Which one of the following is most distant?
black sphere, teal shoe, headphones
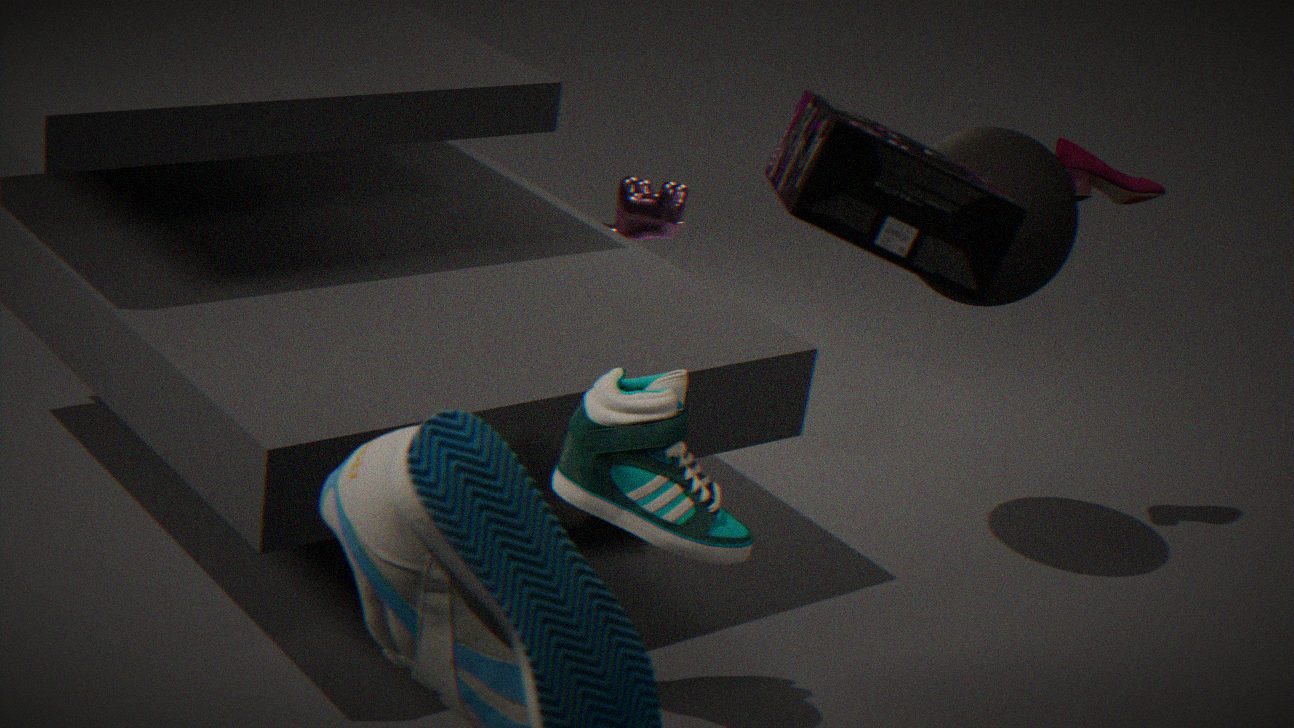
black sphere
